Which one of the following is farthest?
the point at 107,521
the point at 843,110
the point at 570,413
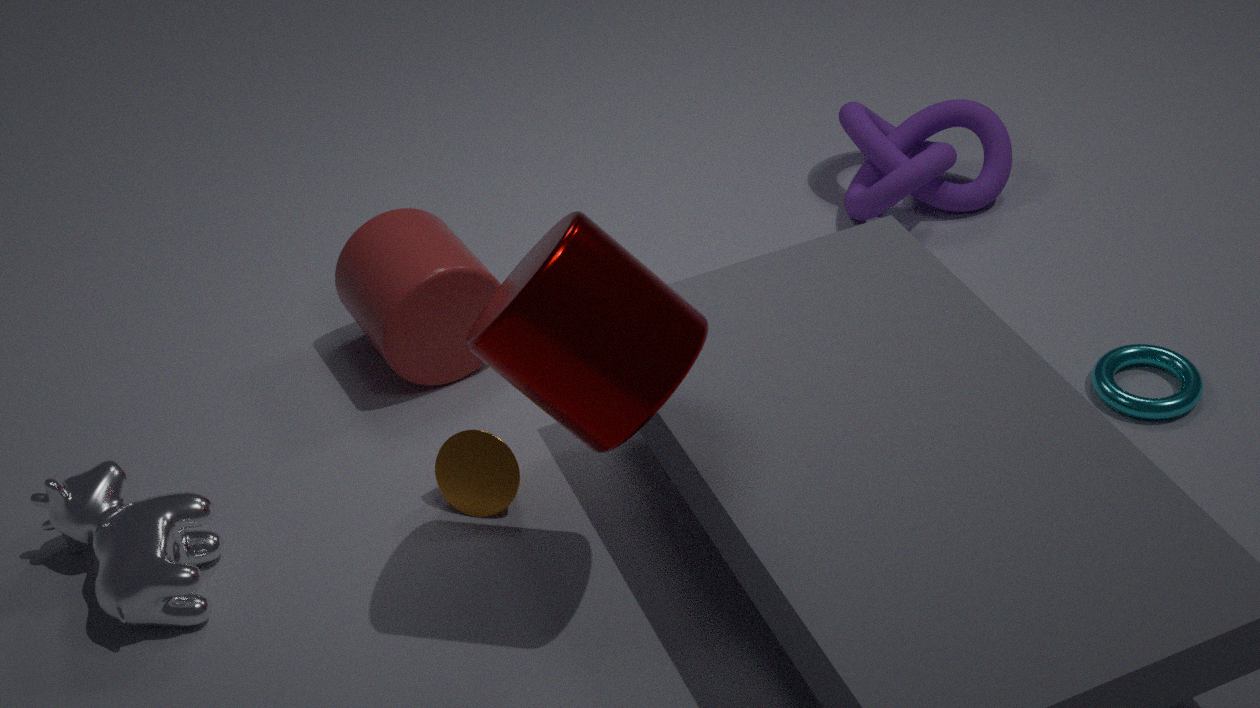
the point at 843,110
